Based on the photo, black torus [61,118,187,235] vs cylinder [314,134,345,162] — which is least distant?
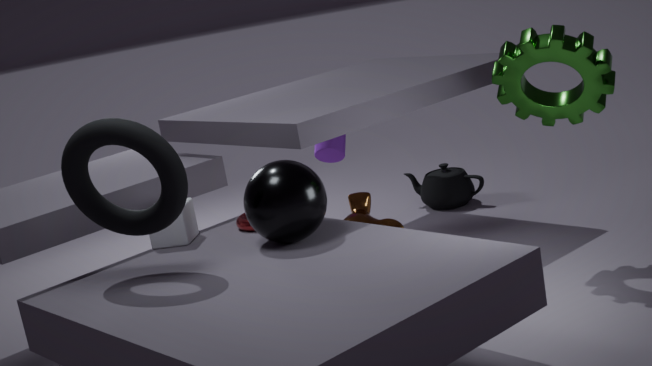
black torus [61,118,187,235]
